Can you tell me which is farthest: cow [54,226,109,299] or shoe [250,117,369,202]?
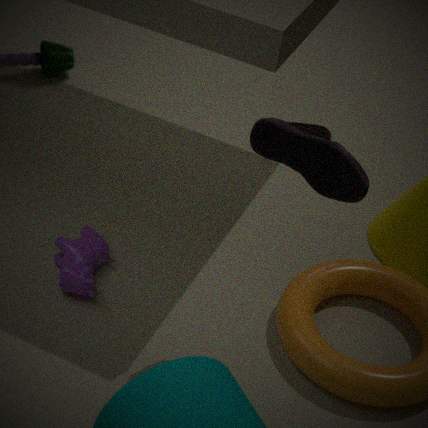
cow [54,226,109,299]
